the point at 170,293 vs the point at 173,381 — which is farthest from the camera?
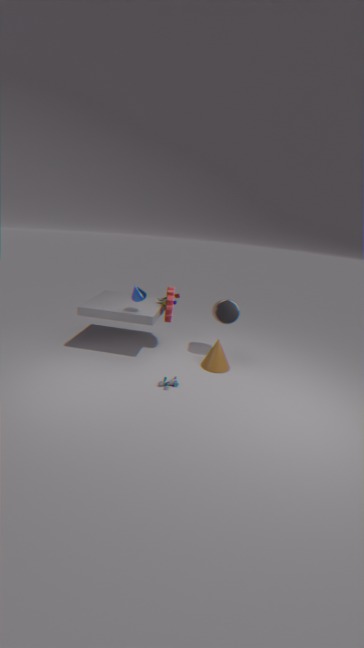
the point at 170,293
